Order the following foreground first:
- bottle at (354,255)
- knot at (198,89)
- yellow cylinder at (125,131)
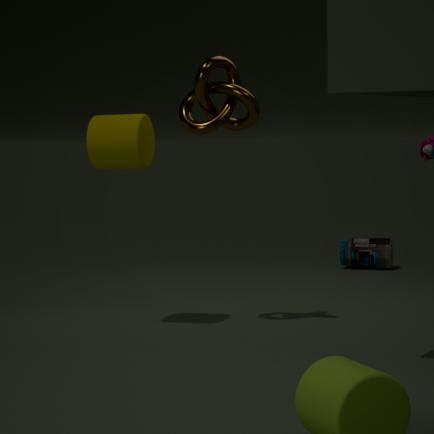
yellow cylinder at (125,131)
knot at (198,89)
bottle at (354,255)
